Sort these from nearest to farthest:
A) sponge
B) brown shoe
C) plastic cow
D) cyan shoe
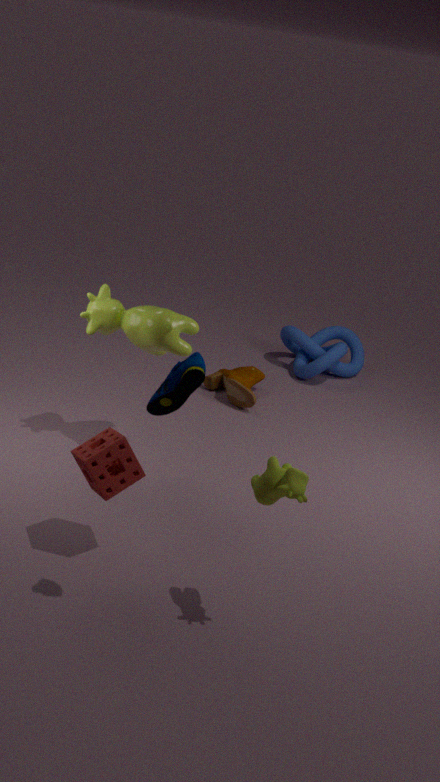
1. cyan shoe
2. sponge
3. plastic cow
4. brown shoe
